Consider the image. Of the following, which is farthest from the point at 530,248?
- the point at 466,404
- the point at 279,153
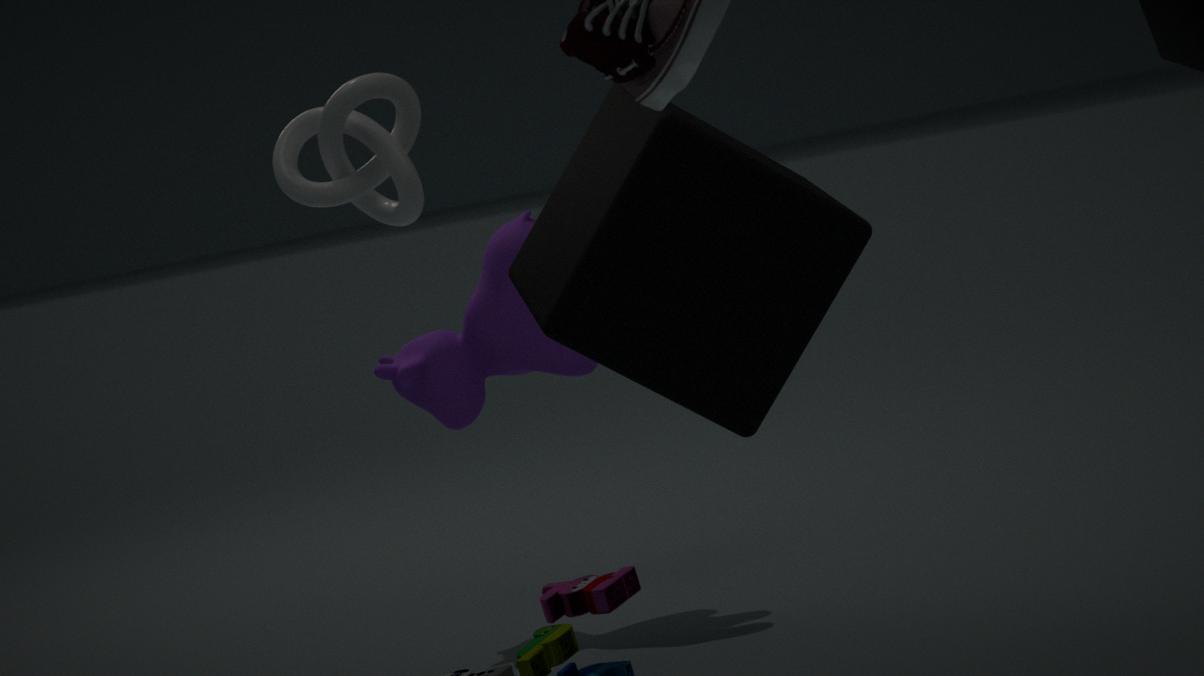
the point at 466,404
